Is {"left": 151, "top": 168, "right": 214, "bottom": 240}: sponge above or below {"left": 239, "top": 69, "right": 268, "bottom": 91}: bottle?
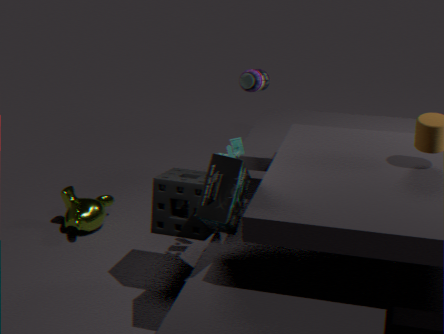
below
